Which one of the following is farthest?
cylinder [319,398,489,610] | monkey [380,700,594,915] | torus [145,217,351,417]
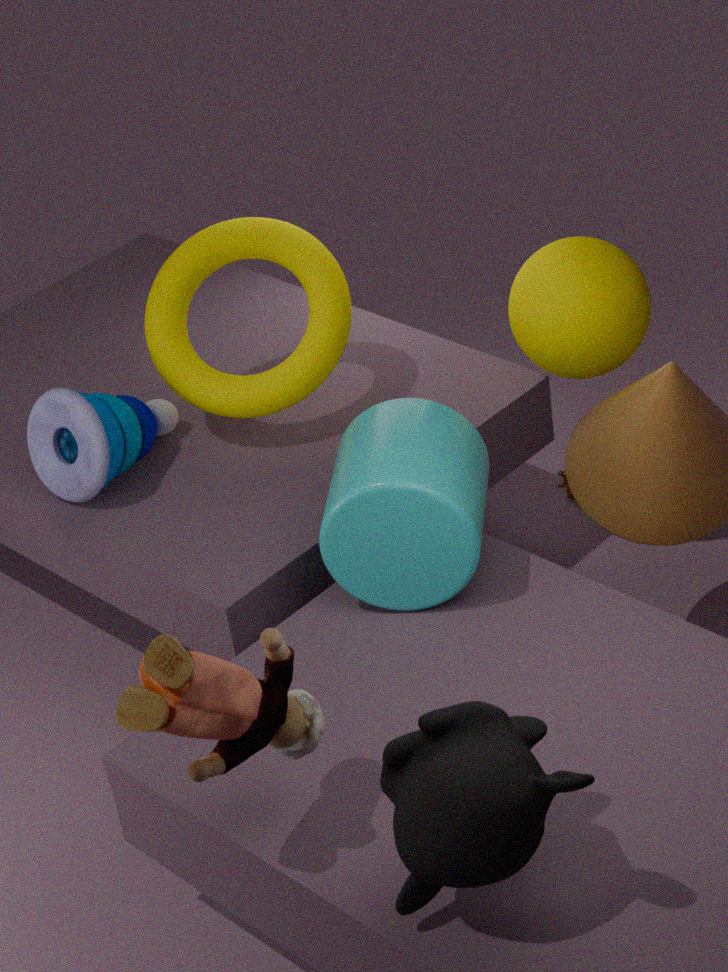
torus [145,217,351,417]
